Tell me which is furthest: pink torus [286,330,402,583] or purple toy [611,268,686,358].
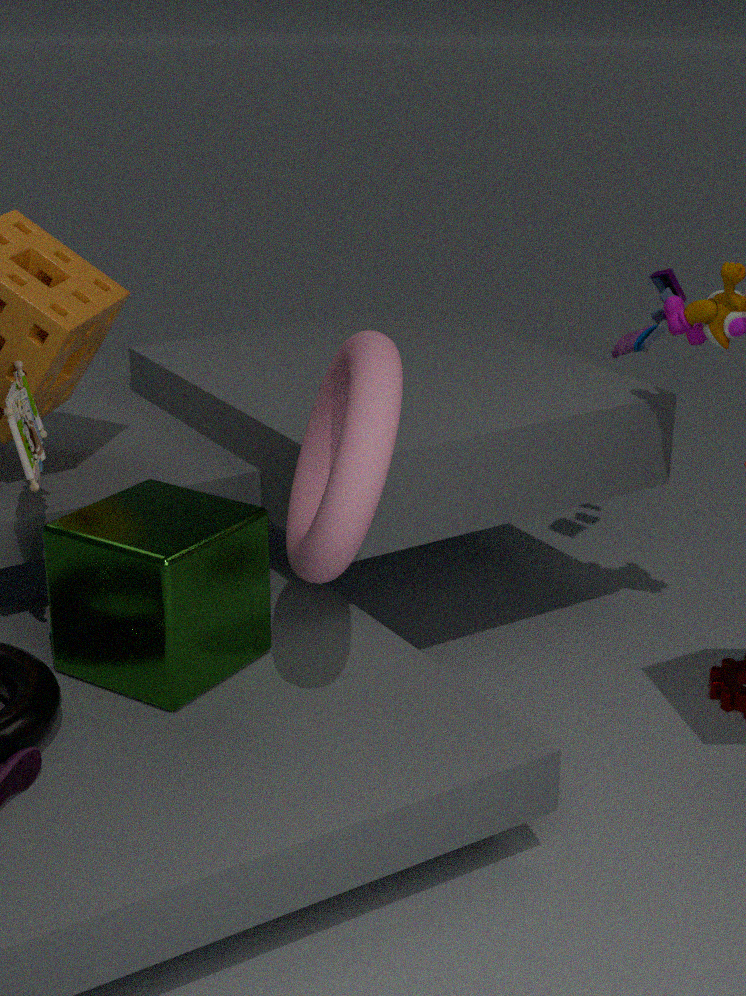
purple toy [611,268,686,358]
